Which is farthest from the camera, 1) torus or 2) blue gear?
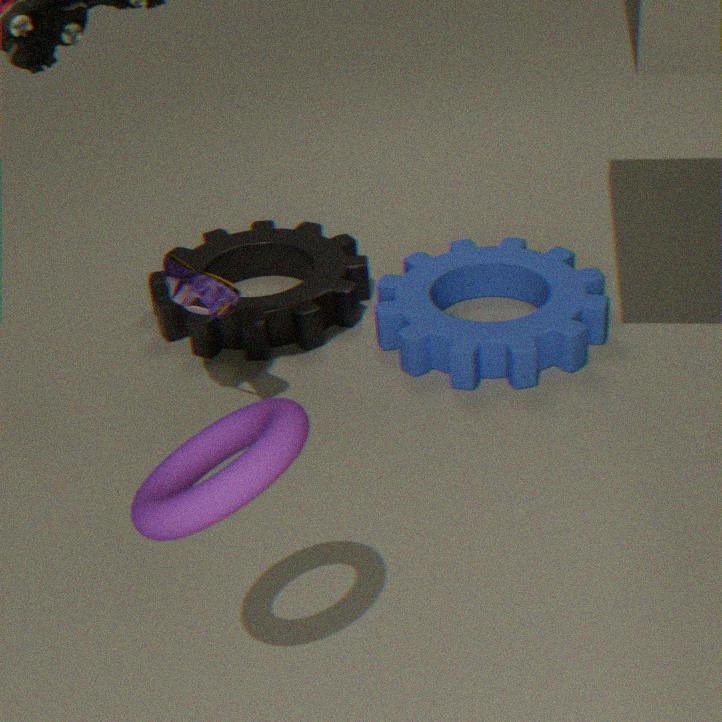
2. blue gear
